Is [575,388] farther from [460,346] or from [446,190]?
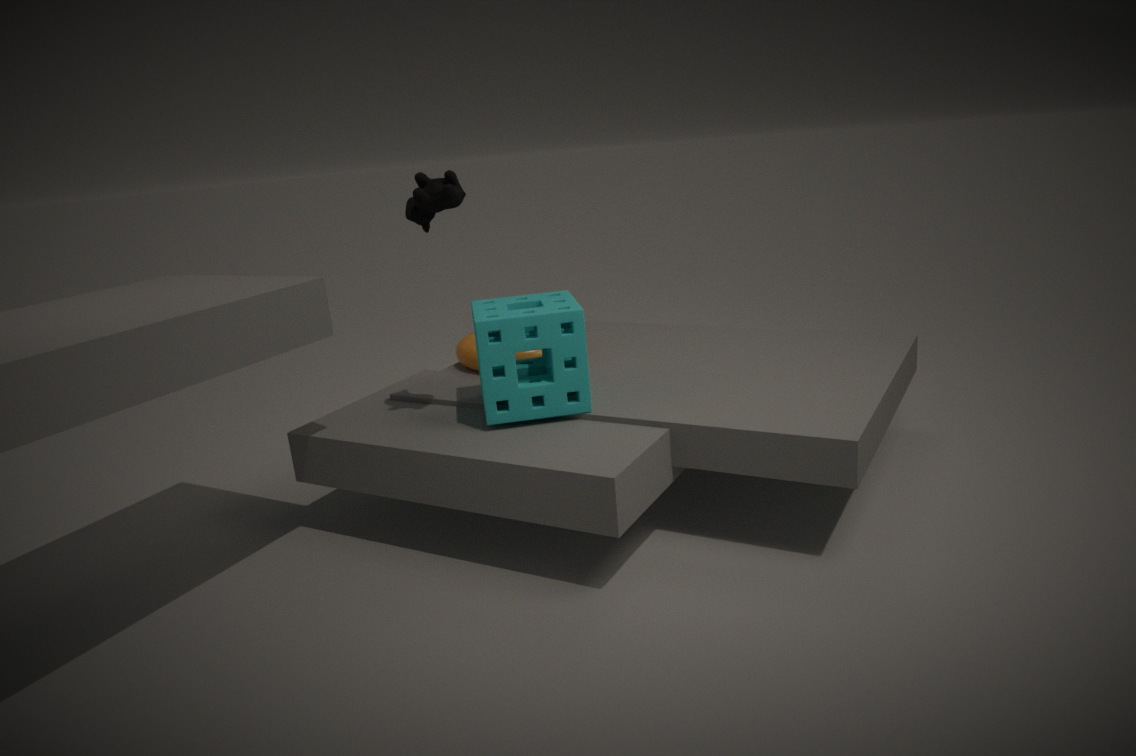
[460,346]
